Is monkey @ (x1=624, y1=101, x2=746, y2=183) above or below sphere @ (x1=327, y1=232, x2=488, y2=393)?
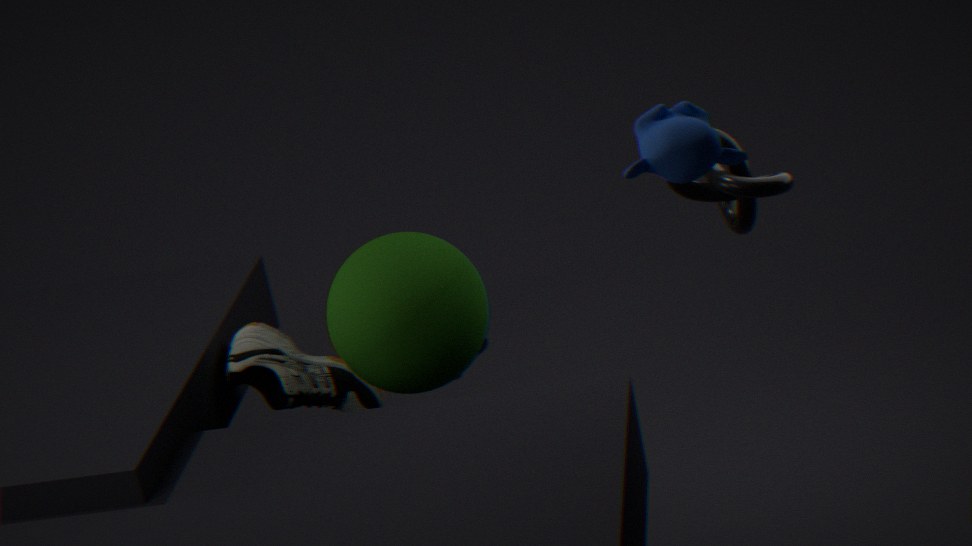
above
